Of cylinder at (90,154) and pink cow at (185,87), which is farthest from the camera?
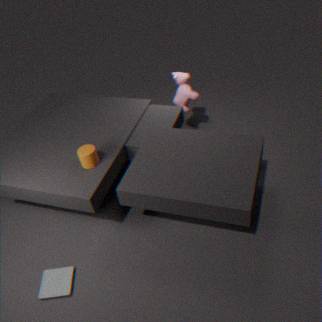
pink cow at (185,87)
